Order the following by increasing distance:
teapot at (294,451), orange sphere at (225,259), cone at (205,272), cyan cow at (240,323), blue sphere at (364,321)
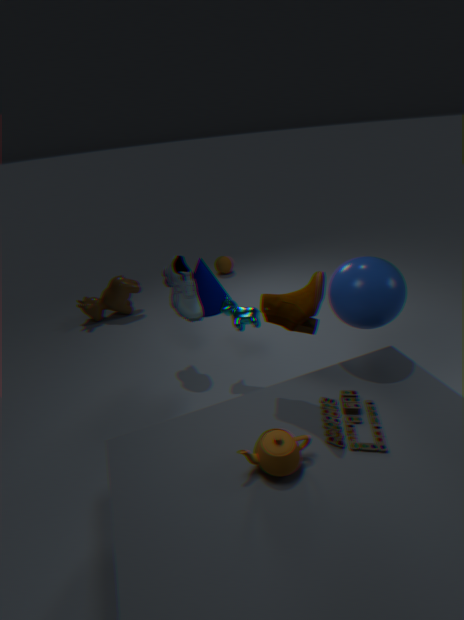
teapot at (294,451)
blue sphere at (364,321)
cyan cow at (240,323)
cone at (205,272)
orange sphere at (225,259)
